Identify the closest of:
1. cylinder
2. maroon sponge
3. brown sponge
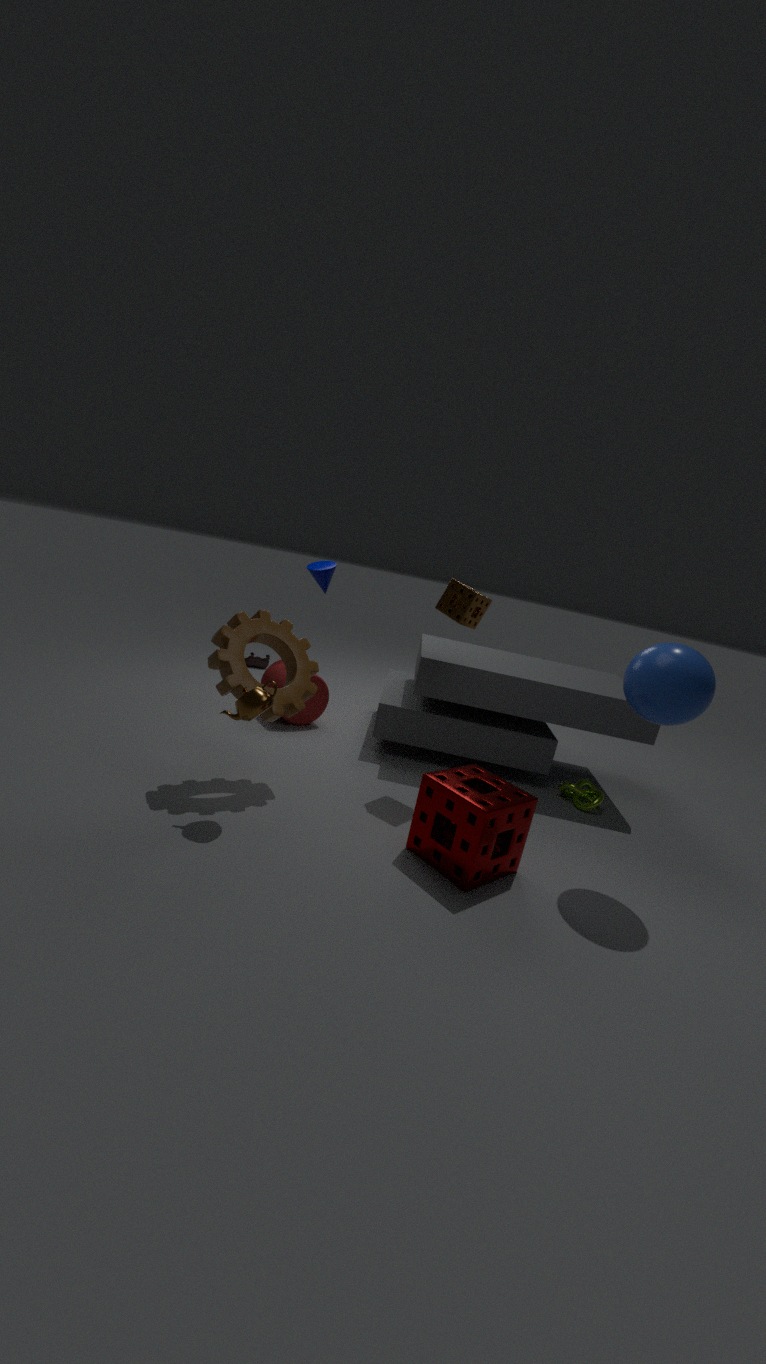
maroon sponge
